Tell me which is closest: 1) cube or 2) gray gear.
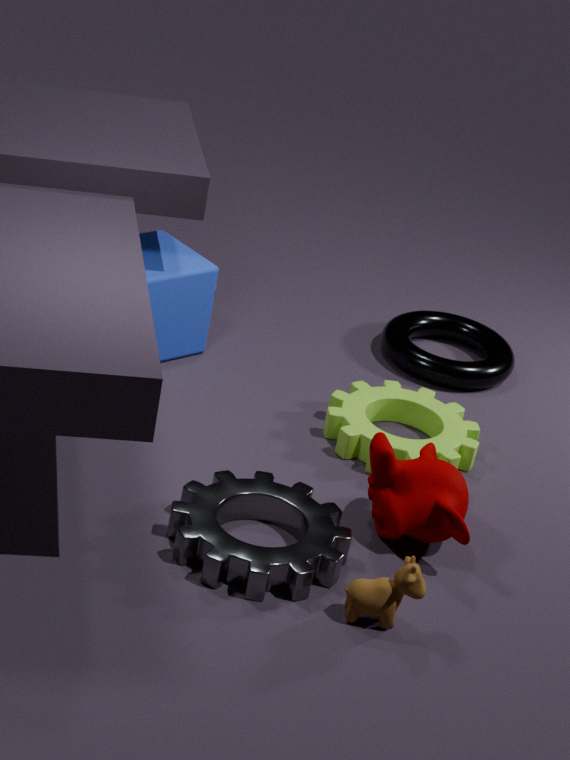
2. gray gear
